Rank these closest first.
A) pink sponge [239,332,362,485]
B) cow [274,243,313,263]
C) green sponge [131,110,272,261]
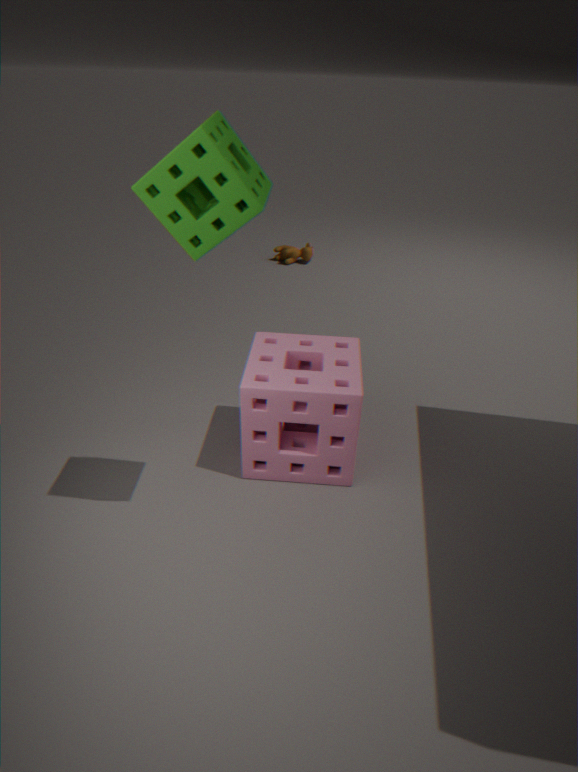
green sponge [131,110,272,261] → pink sponge [239,332,362,485] → cow [274,243,313,263]
